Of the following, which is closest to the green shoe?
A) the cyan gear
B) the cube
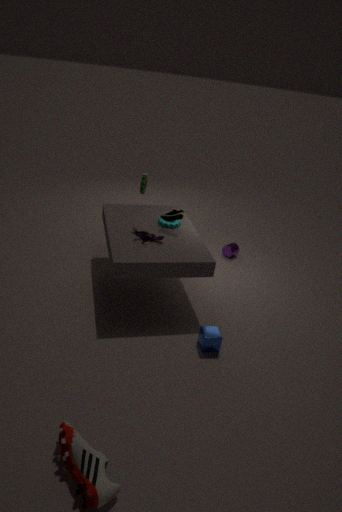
the cyan gear
